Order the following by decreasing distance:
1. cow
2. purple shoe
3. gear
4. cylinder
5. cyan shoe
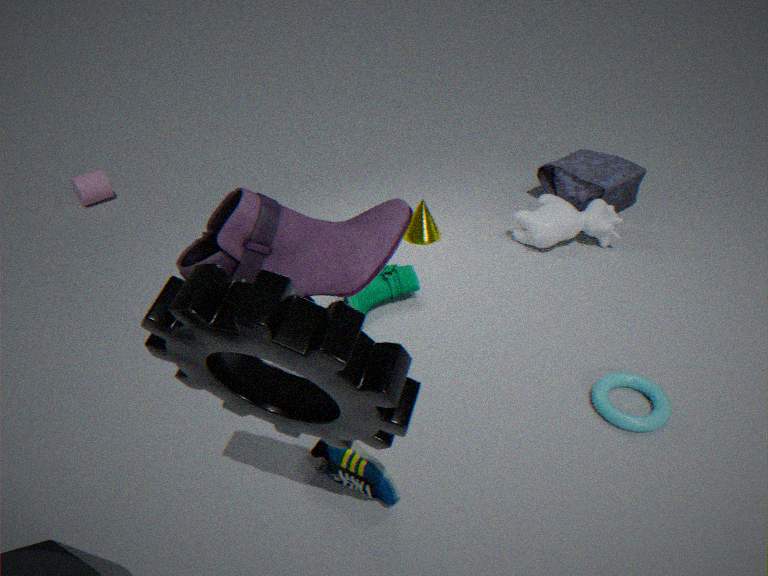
cylinder
cow
cyan shoe
purple shoe
gear
